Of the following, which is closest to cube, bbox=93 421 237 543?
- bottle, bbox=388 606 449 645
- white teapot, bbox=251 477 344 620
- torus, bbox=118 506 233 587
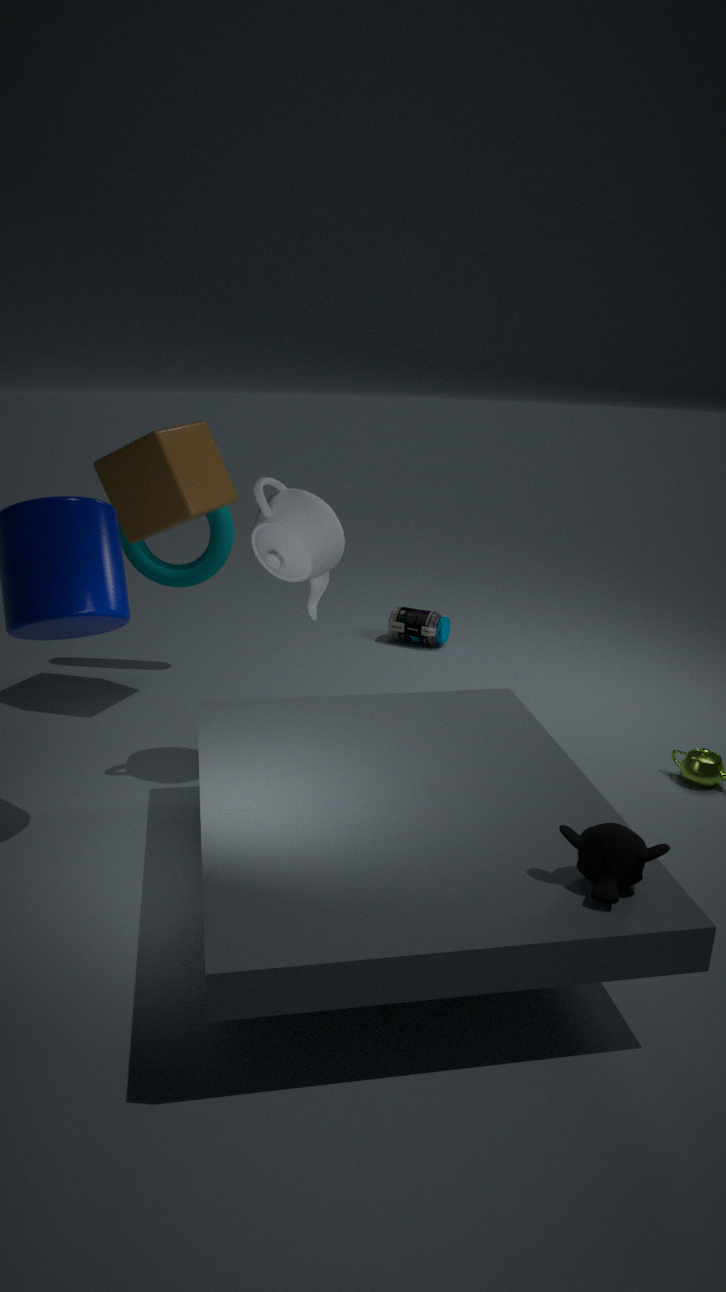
torus, bbox=118 506 233 587
